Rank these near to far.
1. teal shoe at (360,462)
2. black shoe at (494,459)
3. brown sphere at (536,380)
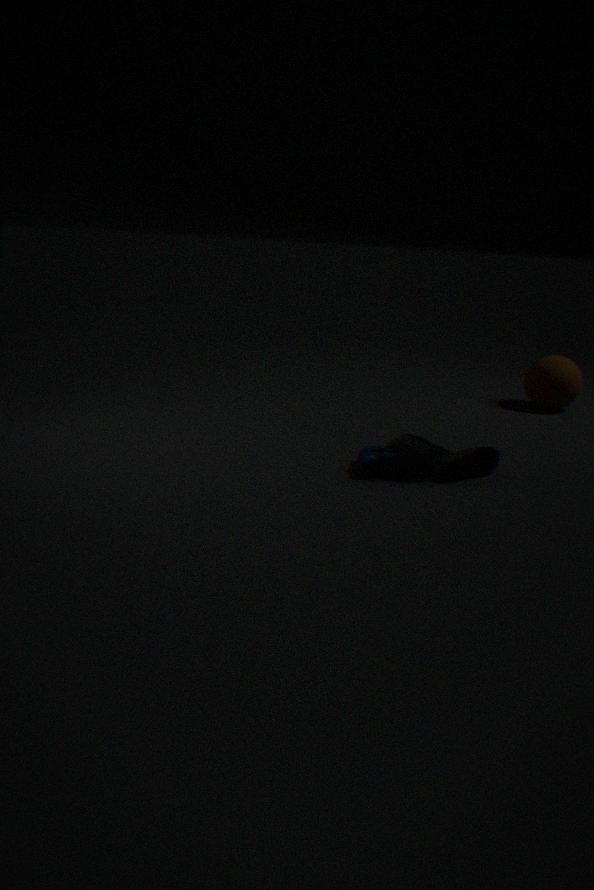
teal shoe at (360,462) → black shoe at (494,459) → brown sphere at (536,380)
